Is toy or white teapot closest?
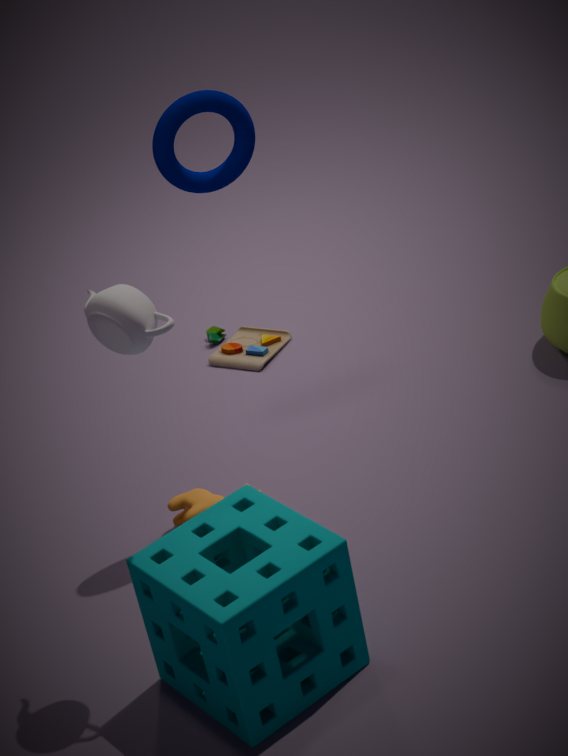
white teapot
